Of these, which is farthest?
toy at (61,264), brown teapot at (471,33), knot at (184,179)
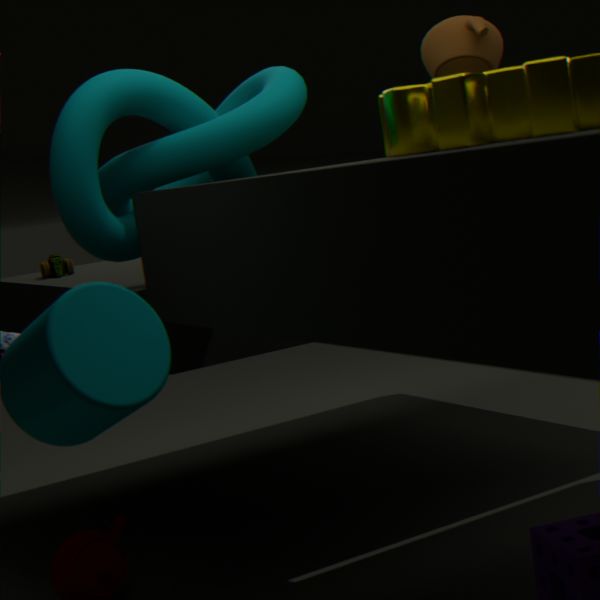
toy at (61,264)
